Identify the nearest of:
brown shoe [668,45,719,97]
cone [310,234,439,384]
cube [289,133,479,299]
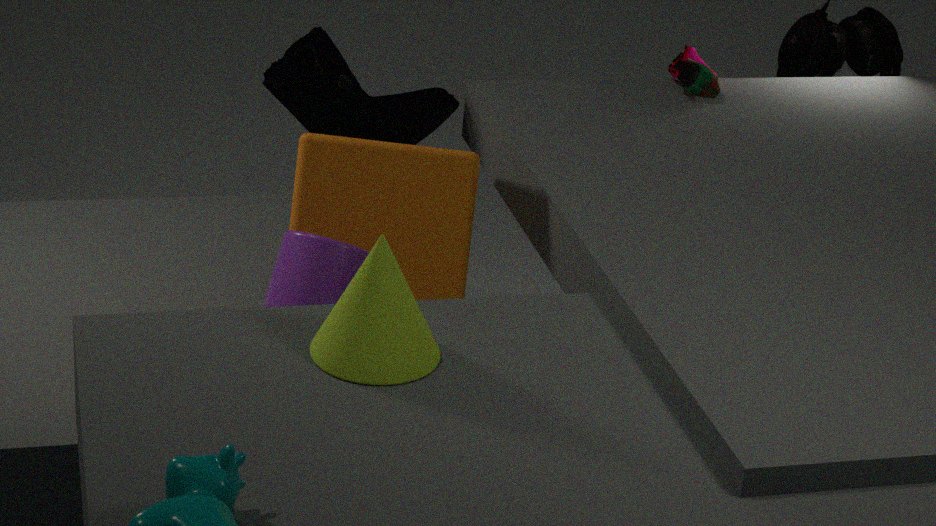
cone [310,234,439,384]
